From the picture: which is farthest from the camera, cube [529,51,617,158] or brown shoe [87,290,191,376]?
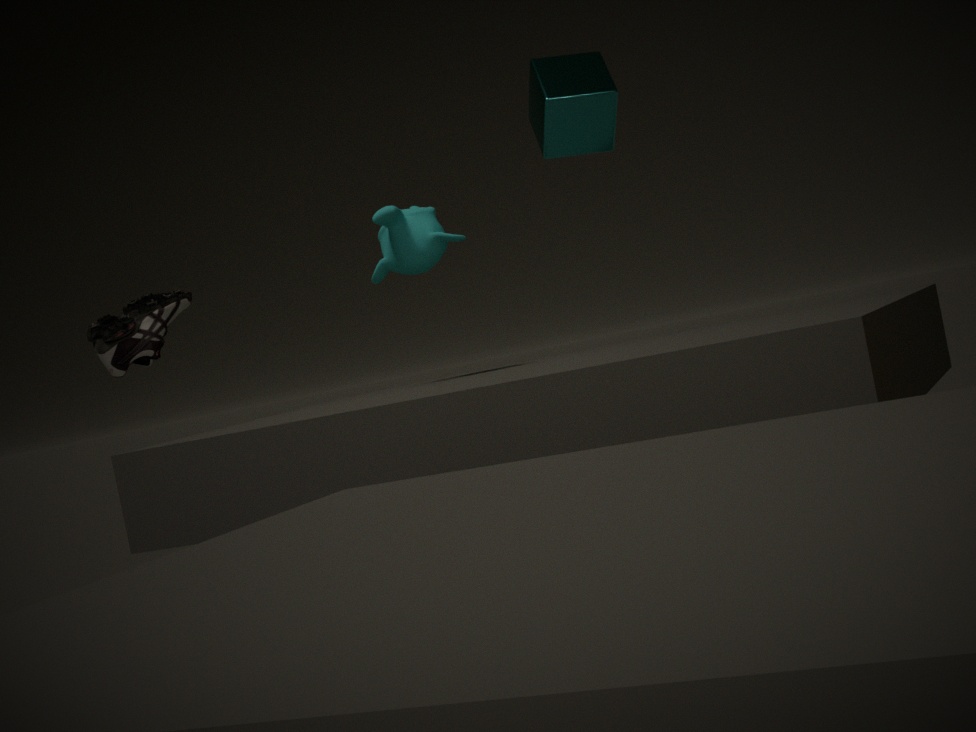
cube [529,51,617,158]
